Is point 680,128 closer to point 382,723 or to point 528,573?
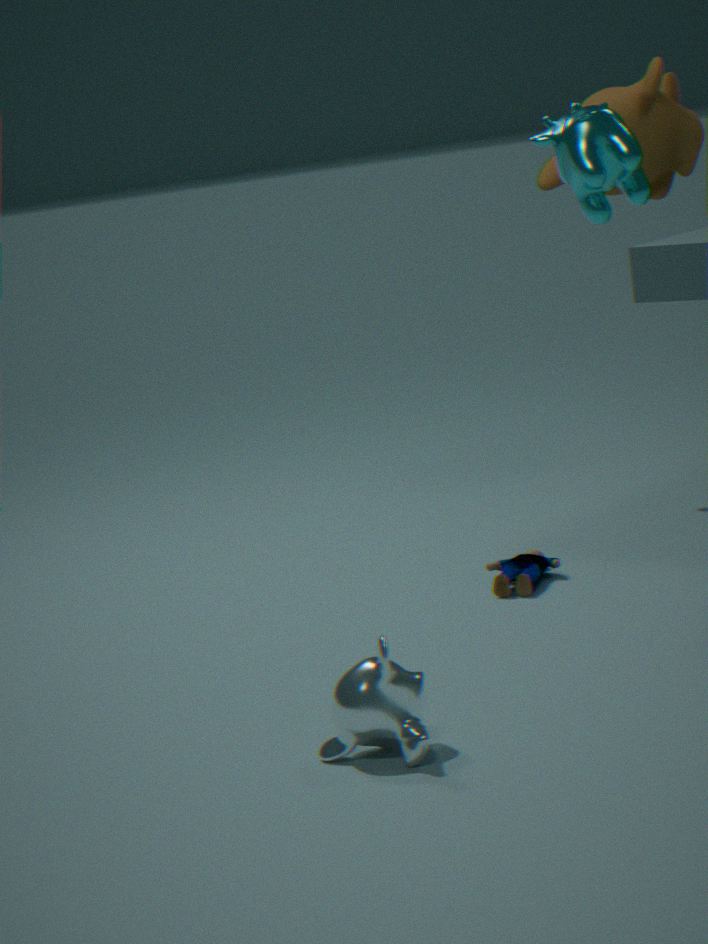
point 528,573
